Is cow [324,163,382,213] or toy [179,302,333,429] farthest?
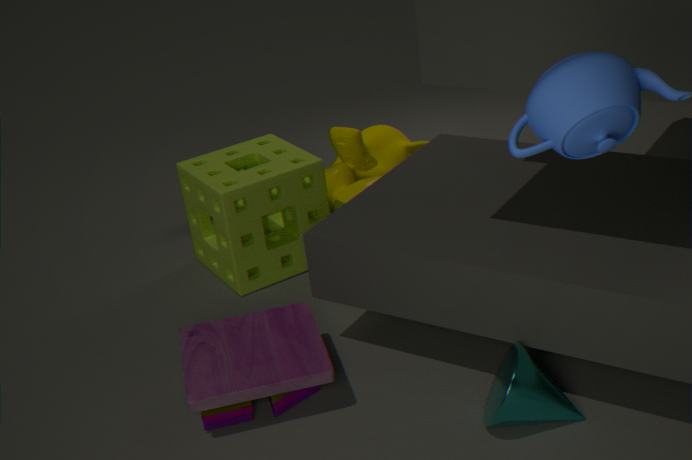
cow [324,163,382,213]
